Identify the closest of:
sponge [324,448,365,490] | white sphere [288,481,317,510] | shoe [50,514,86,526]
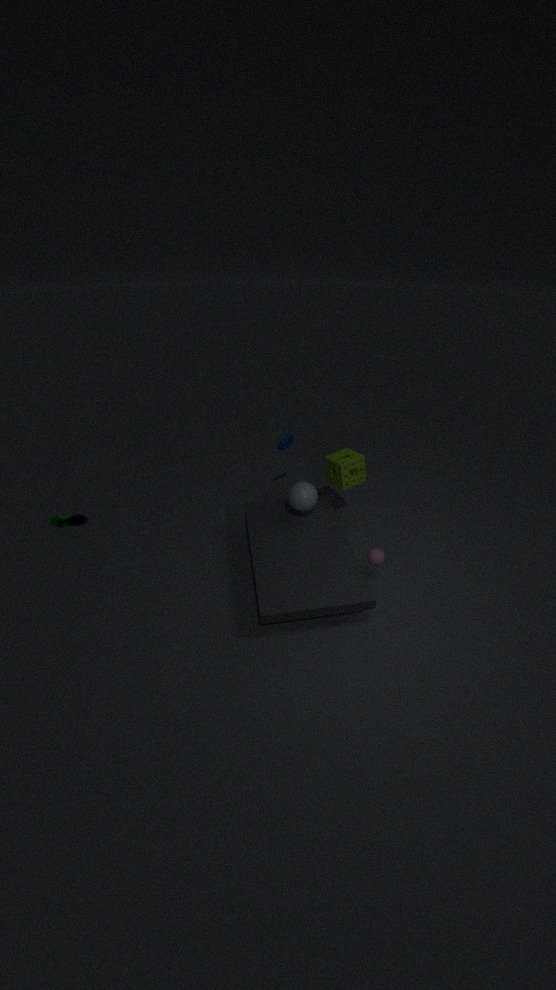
white sphere [288,481,317,510]
